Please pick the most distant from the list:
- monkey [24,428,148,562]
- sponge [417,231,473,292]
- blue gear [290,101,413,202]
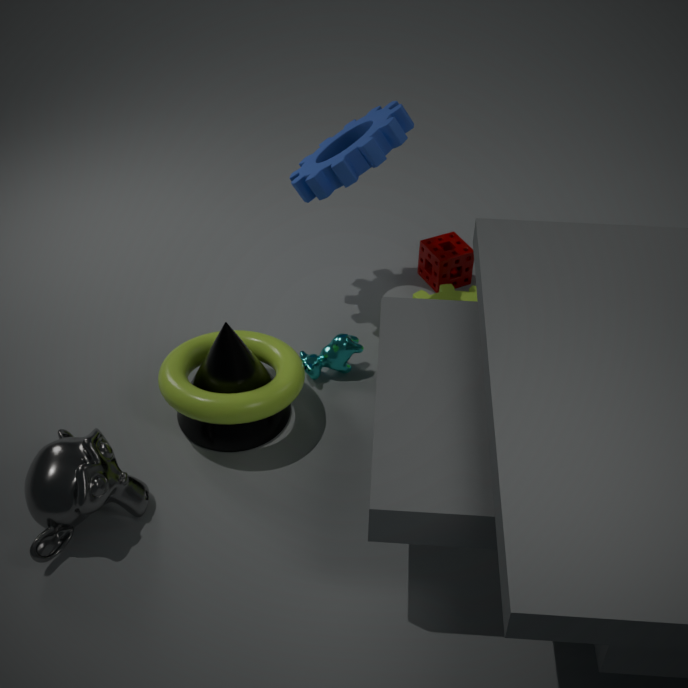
→ sponge [417,231,473,292]
